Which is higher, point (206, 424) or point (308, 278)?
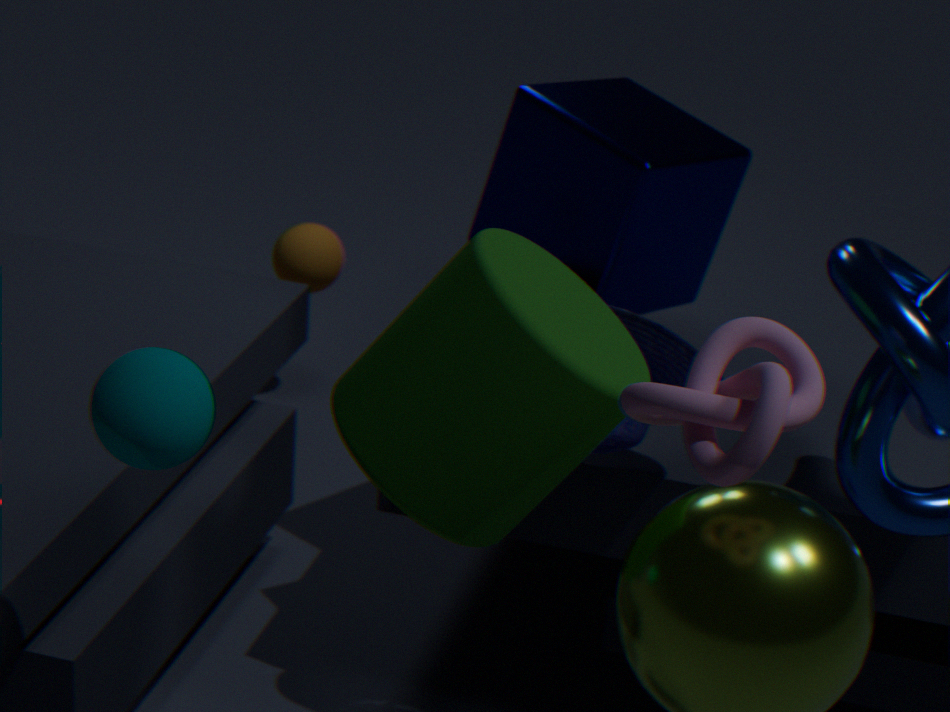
point (206, 424)
